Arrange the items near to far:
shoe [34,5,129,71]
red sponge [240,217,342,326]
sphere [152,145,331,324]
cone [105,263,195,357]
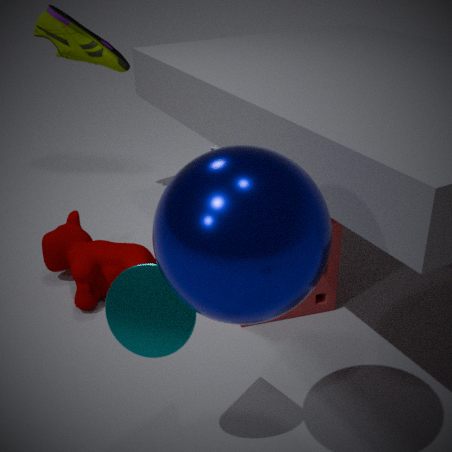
sphere [152,145,331,324], cone [105,263,195,357], red sponge [240,217,342,326], shoe [34,5,129,71]
